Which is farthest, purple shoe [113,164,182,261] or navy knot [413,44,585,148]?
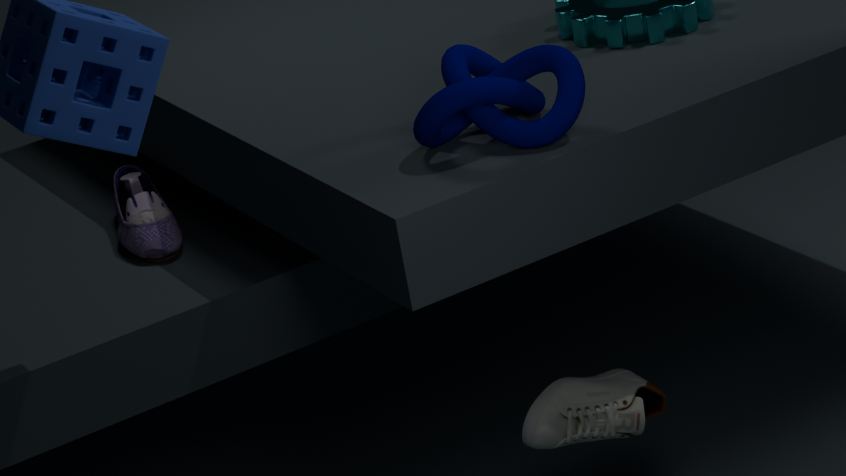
purple shoe [113,164,182,261]
